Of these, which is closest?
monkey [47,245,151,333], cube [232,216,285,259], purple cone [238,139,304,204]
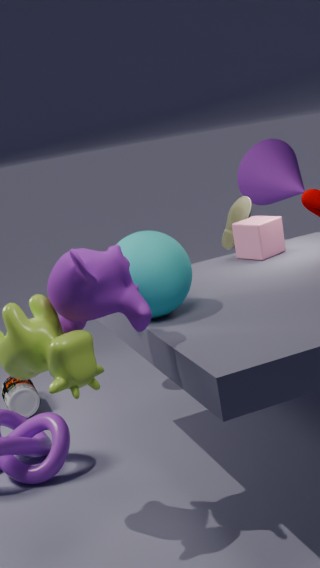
monkey [47,245,151,333]
